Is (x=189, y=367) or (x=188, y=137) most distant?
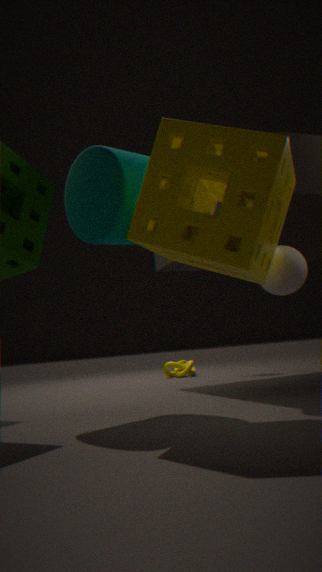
(x=189, y=367)
